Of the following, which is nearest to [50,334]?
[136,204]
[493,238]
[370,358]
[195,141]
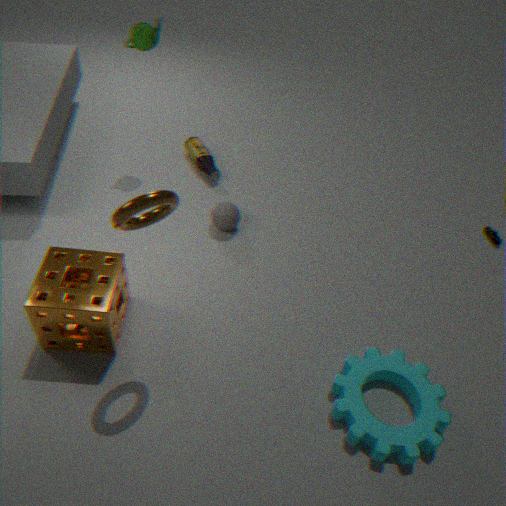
[136,204]
